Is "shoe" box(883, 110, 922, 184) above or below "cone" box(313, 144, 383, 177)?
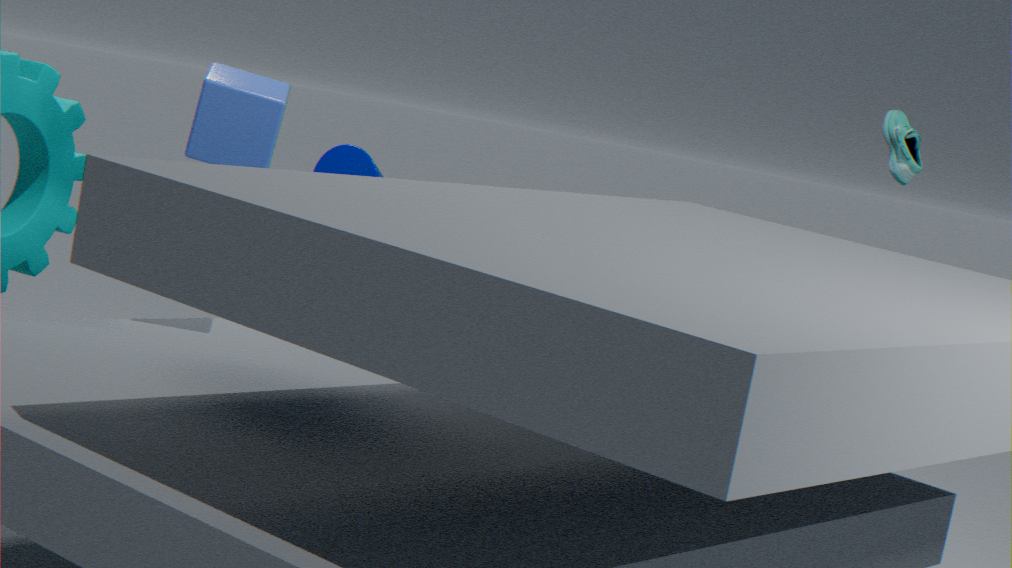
above
